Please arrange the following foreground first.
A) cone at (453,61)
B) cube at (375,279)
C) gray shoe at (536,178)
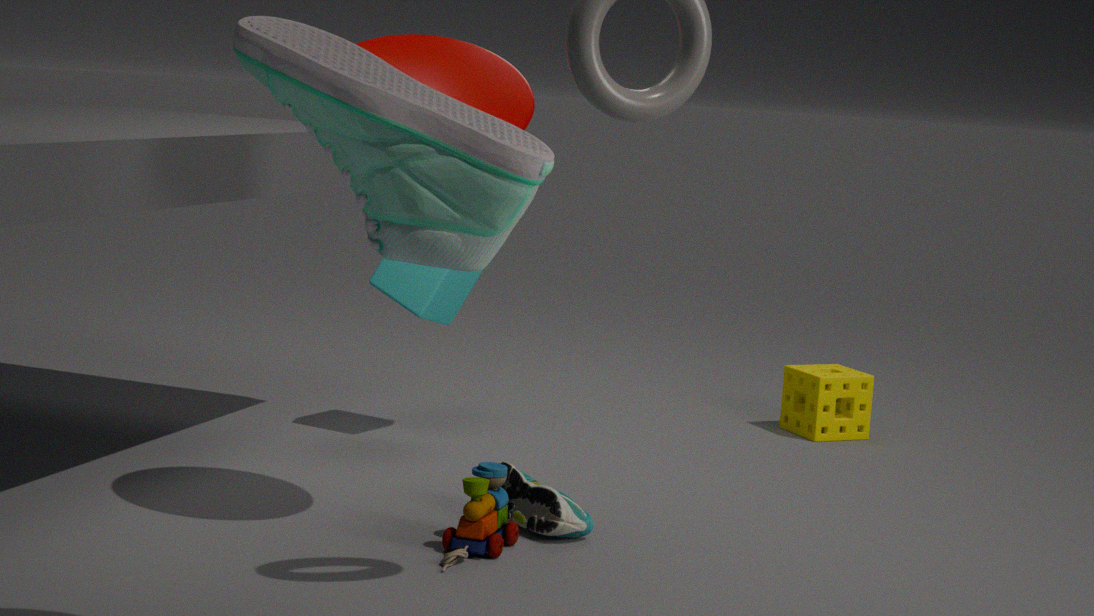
gray shoe at (536,178) < cone at (453,61) < cube at (375,279)
